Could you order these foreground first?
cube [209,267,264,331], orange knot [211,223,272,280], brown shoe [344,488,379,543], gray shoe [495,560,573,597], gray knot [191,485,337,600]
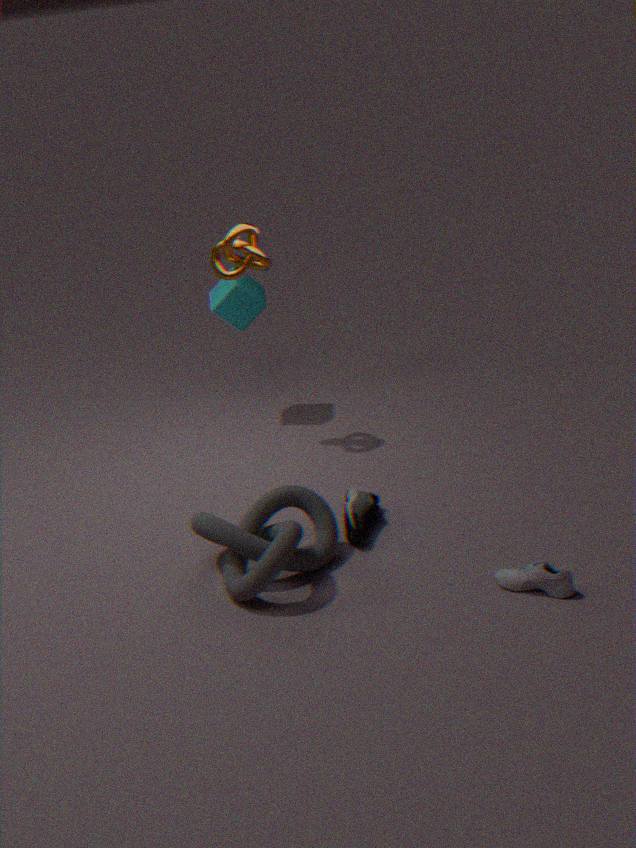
gray shoe [495,560,573,597], gray knot [191,485,337,600], brown shoe [344,488,379,543], orange knot [211,223,272,280], cube [209,267,264,331]
